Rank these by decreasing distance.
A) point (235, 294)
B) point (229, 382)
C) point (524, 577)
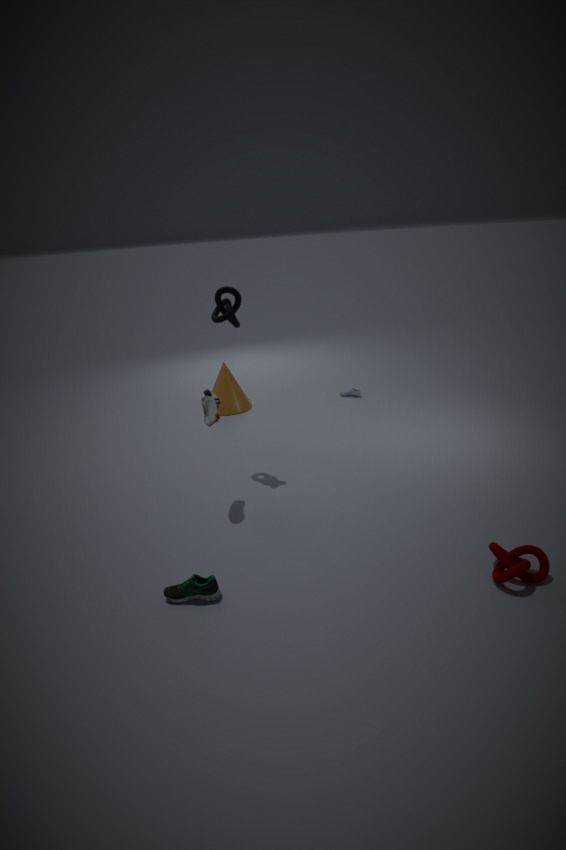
point (229, 382), point (235, 294), point (524, 577)
